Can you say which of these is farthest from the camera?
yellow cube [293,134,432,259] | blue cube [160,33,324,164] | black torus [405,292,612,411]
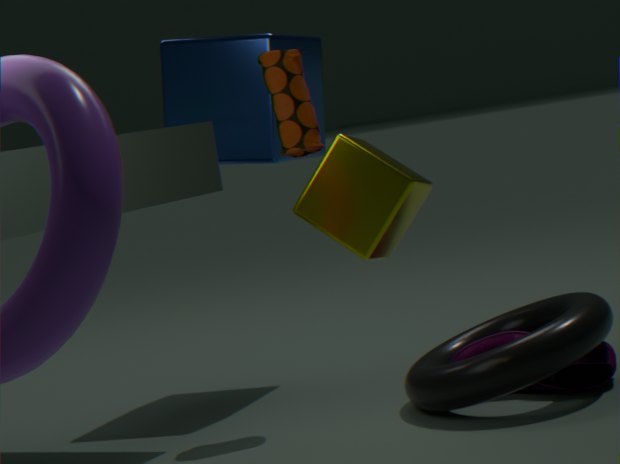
blue cube [160,33,324,164]
